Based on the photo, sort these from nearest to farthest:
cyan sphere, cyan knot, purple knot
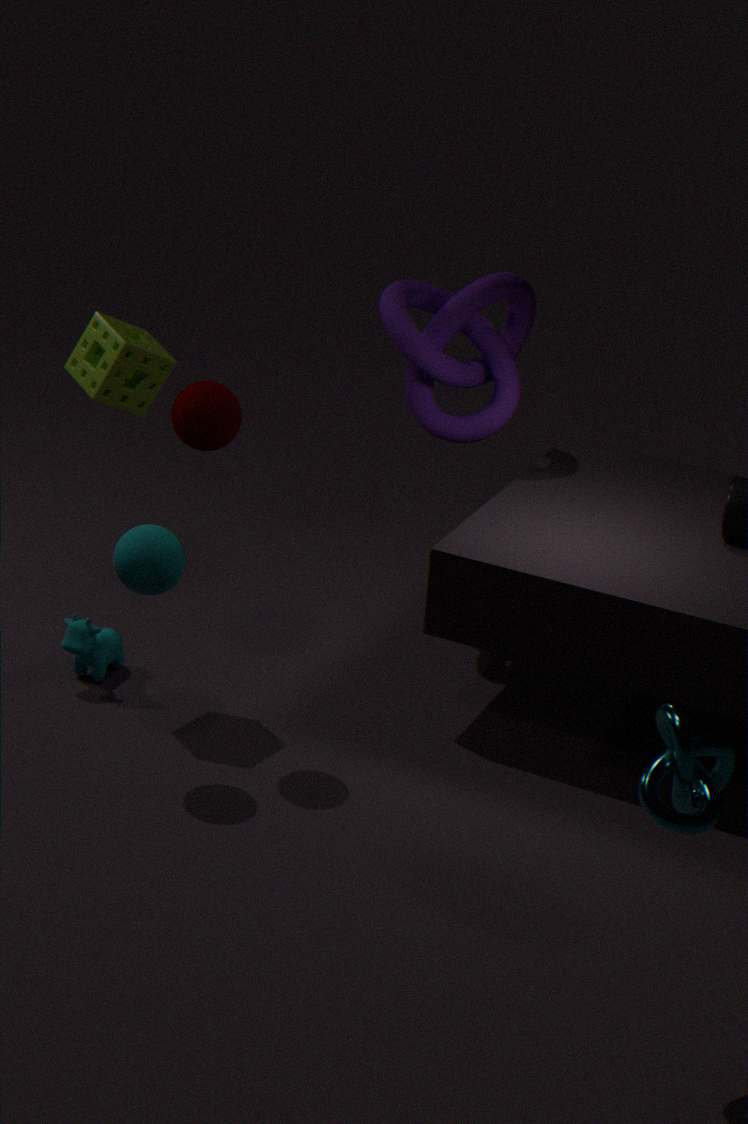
1. cyan knot
2. cyan sphere
3. purple knot
